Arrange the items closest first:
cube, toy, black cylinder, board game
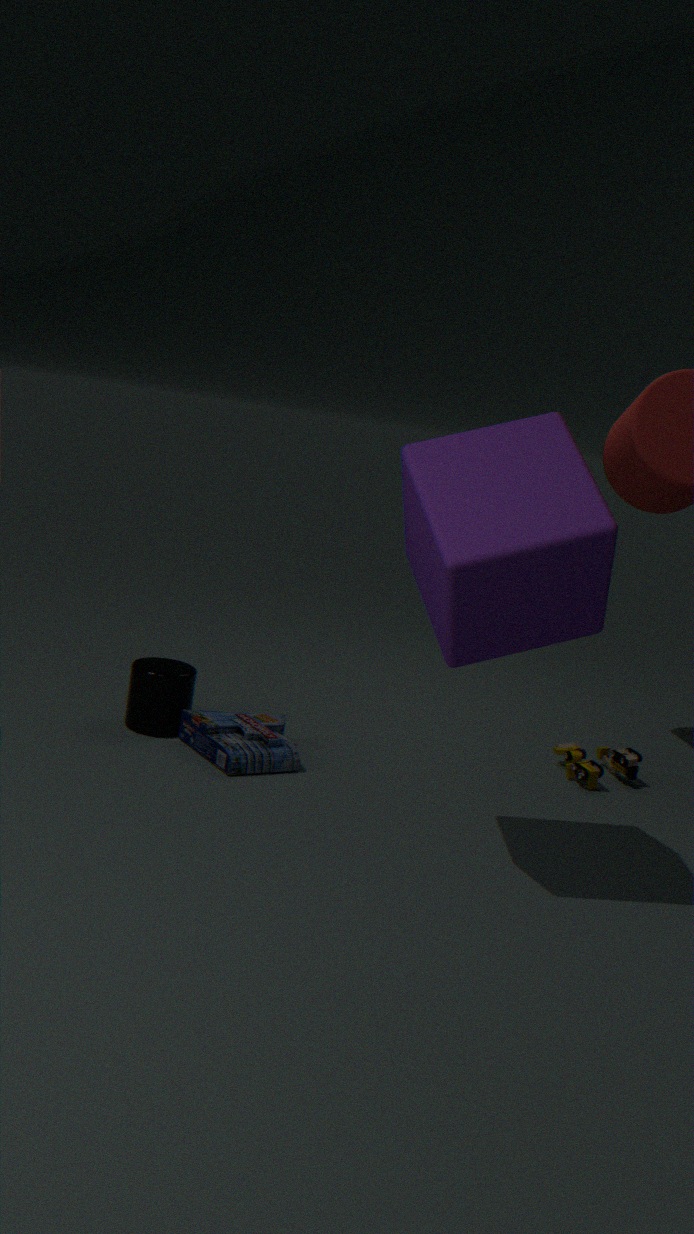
cube → board game → black cylinder → toy
